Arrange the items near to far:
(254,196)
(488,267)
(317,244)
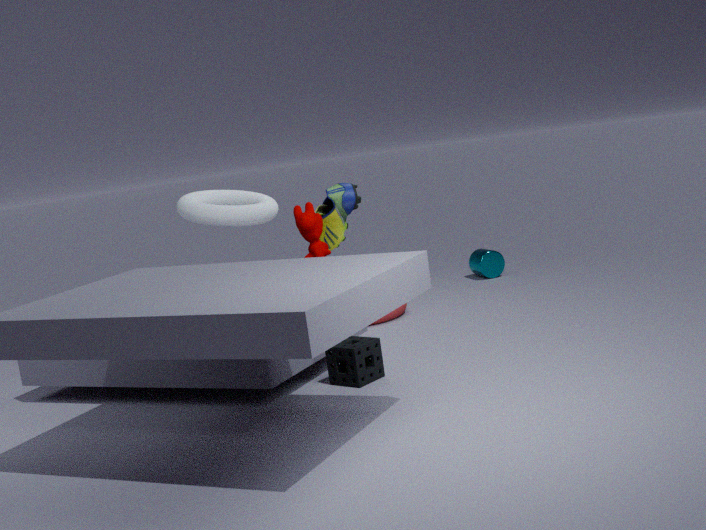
(317,244) → (254,196) → (488,267)
